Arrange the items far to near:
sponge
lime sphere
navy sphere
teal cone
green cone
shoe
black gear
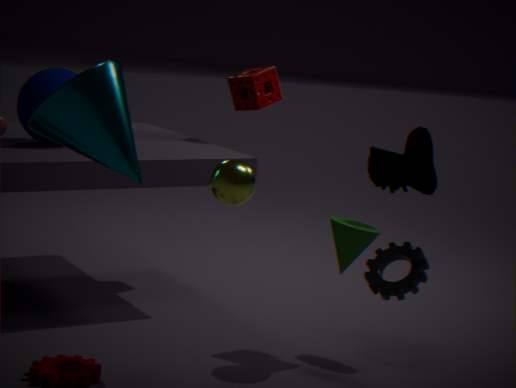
1. sponge
2. navy sphere
3. black gear
4. shoe
5. green cone
6. lime sphere
7. teal cone
